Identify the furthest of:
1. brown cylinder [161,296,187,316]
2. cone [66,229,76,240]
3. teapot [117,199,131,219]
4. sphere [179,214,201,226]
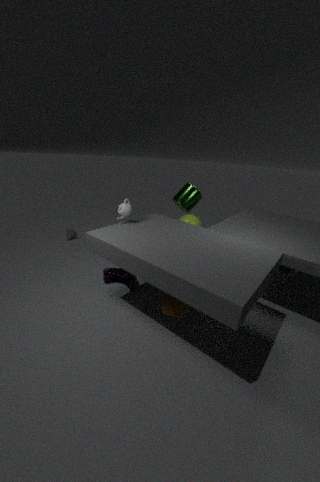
cone [66,229,76,240]
